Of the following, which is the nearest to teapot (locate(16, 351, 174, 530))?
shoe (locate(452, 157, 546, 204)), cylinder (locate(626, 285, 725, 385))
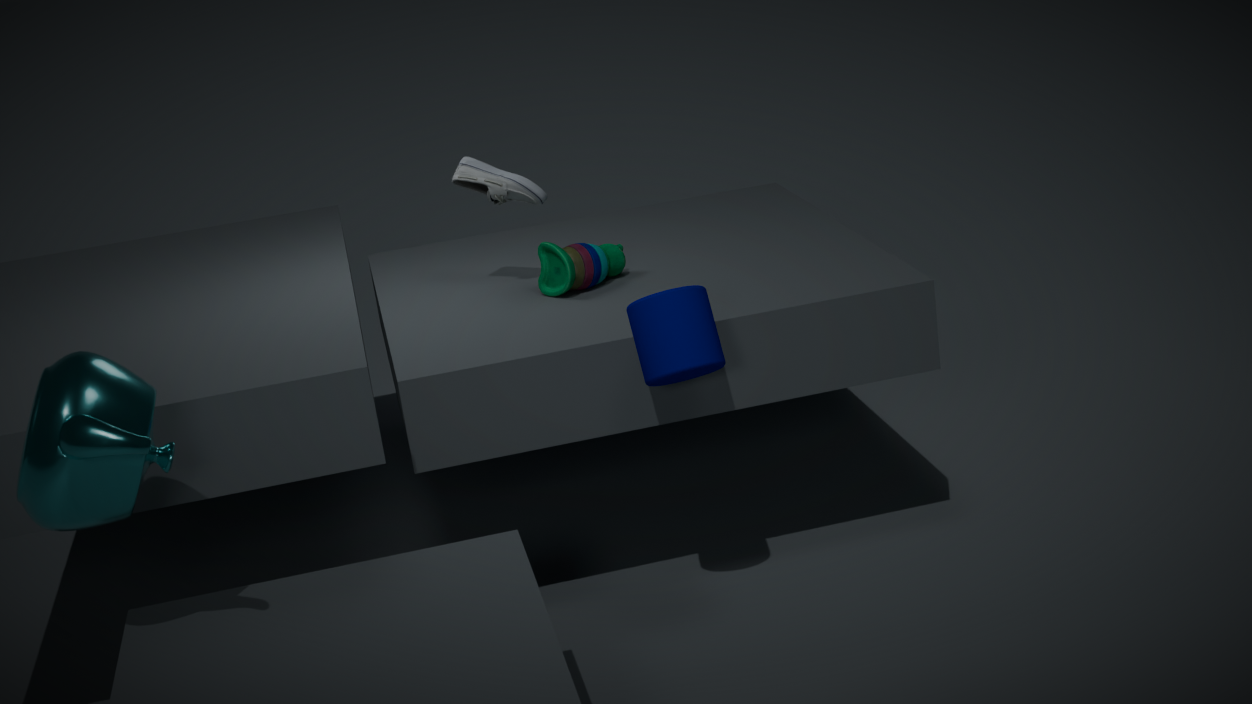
cylinder (locate(626, 285, 725, 385))
